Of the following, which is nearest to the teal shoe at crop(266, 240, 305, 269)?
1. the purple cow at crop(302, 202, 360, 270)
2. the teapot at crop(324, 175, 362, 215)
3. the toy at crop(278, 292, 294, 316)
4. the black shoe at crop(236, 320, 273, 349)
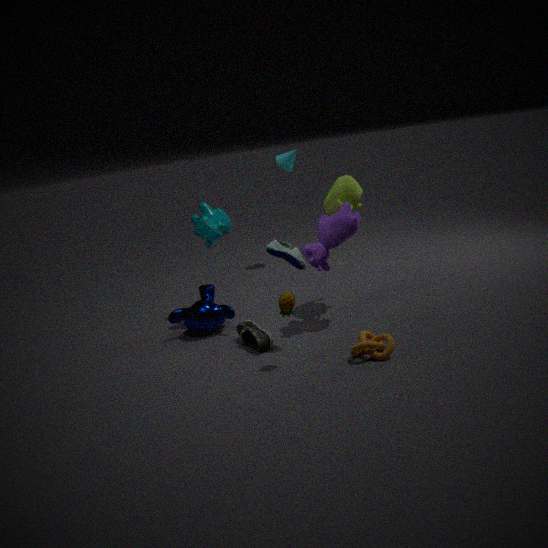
the purple cow at crop(302, 202, 360, 270)
